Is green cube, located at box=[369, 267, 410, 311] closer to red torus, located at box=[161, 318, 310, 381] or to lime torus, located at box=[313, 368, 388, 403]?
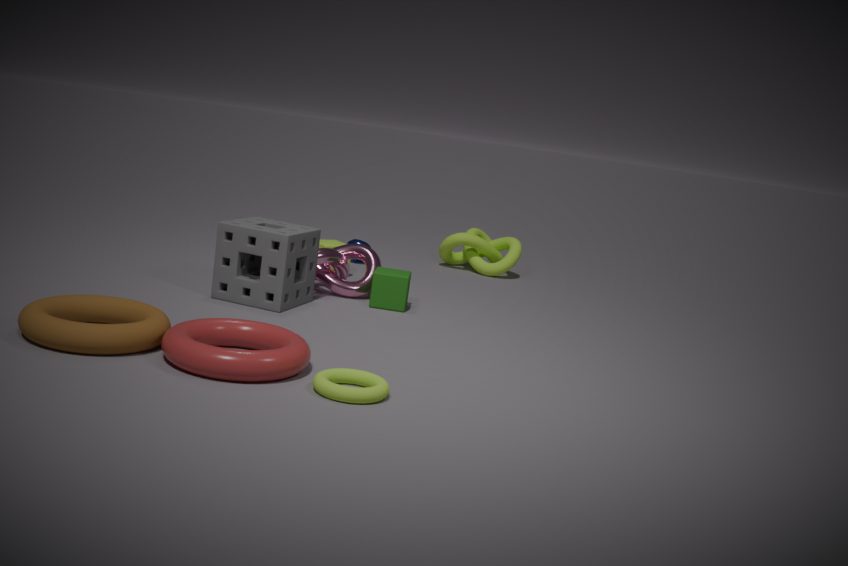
red torus, located at box=[161, 318, 310, 381]
